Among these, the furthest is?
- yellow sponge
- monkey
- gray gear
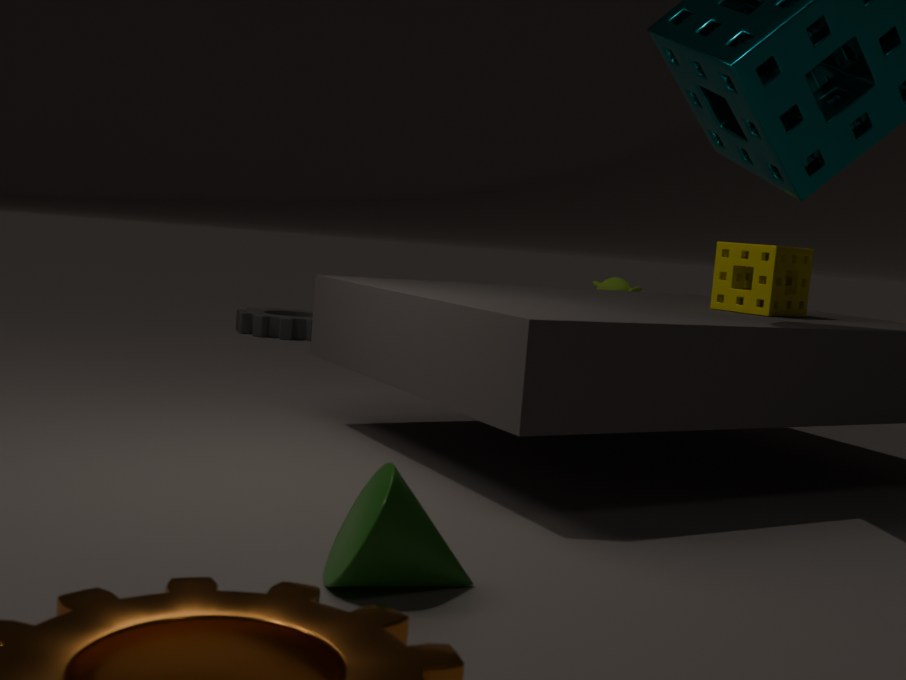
monkey
